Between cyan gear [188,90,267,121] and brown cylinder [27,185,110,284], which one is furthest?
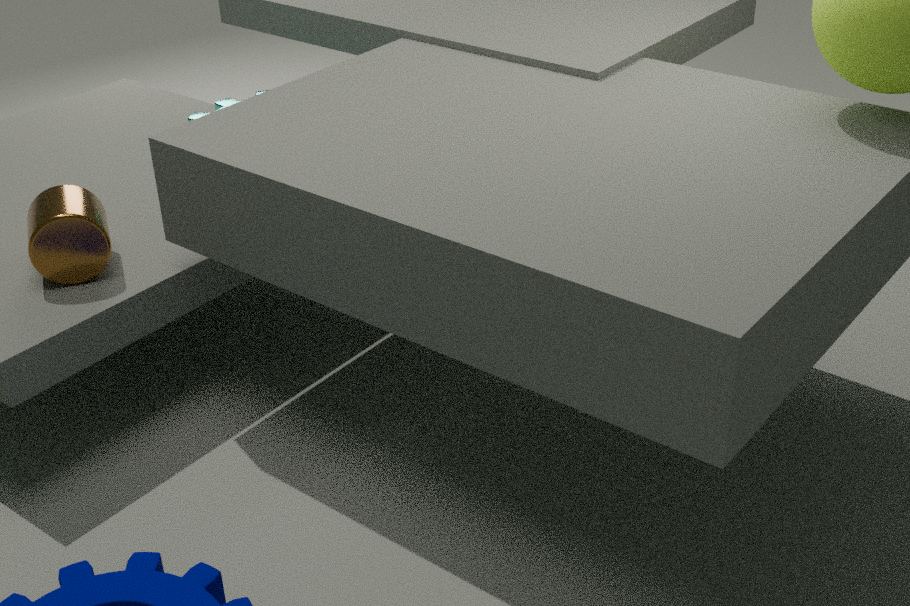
cyan gear [188,90,267,121]
